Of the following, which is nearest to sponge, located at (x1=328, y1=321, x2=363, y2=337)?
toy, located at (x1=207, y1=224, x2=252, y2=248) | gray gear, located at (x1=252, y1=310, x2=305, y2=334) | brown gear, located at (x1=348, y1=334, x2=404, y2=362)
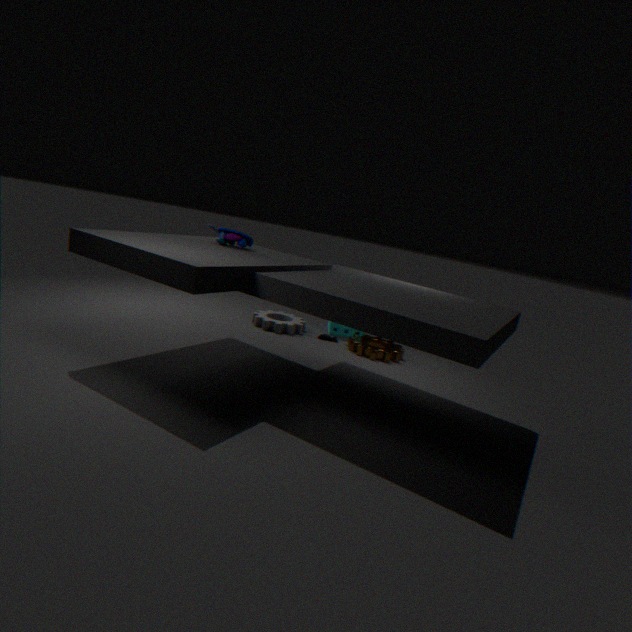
brown gear, located at (x1=348, y1=334, x2=404, y2=362)
